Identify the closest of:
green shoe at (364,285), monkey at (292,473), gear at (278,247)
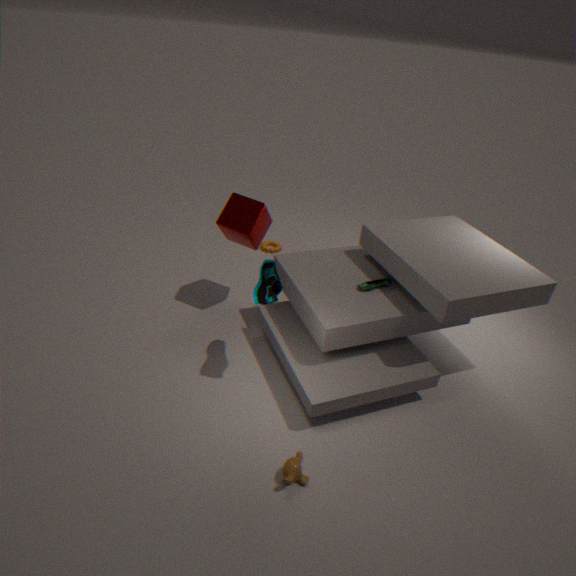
monkey at (292,473)
